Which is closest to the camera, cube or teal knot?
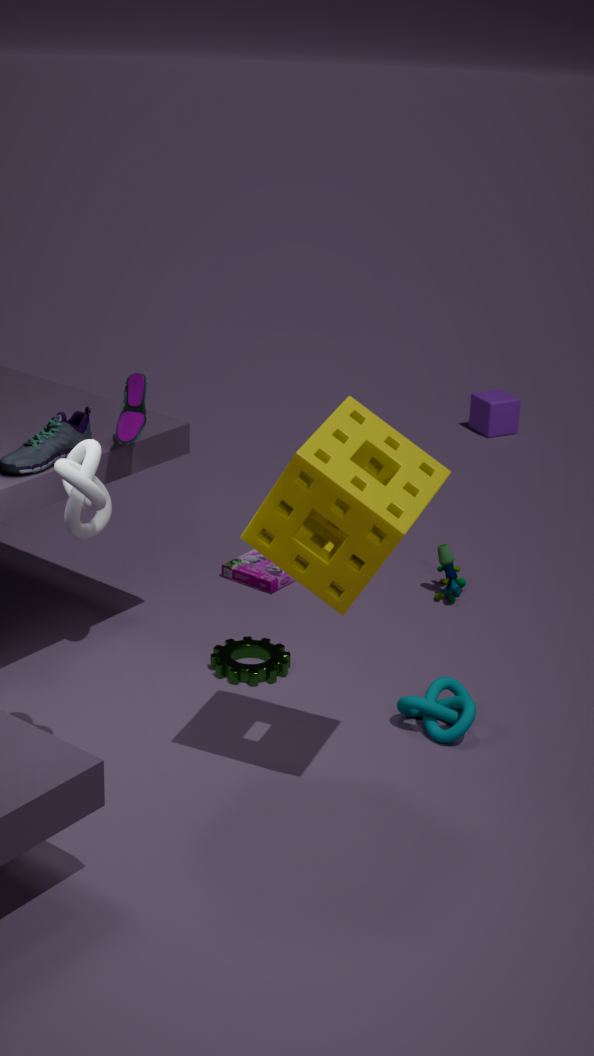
teal knot
